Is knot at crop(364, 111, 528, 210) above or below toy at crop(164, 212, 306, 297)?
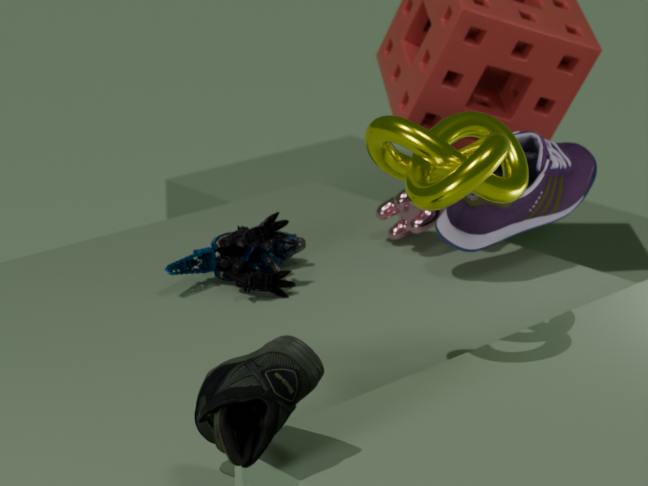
above
